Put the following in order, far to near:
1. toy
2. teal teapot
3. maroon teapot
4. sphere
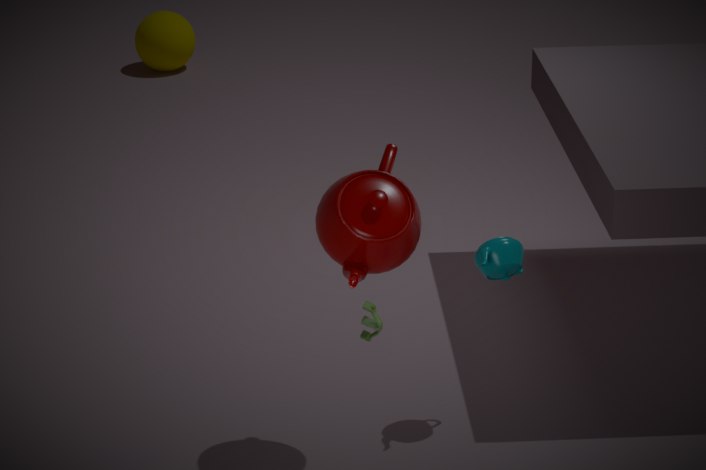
sphere, teal teapot, toy, maroon teapot
